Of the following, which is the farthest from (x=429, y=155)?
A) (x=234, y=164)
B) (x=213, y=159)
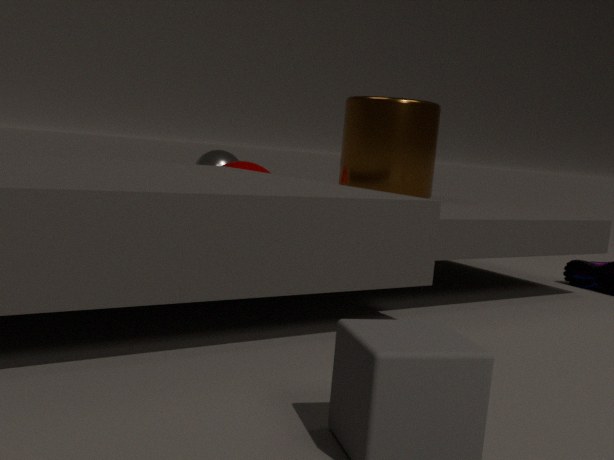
(x=213, y=159)
